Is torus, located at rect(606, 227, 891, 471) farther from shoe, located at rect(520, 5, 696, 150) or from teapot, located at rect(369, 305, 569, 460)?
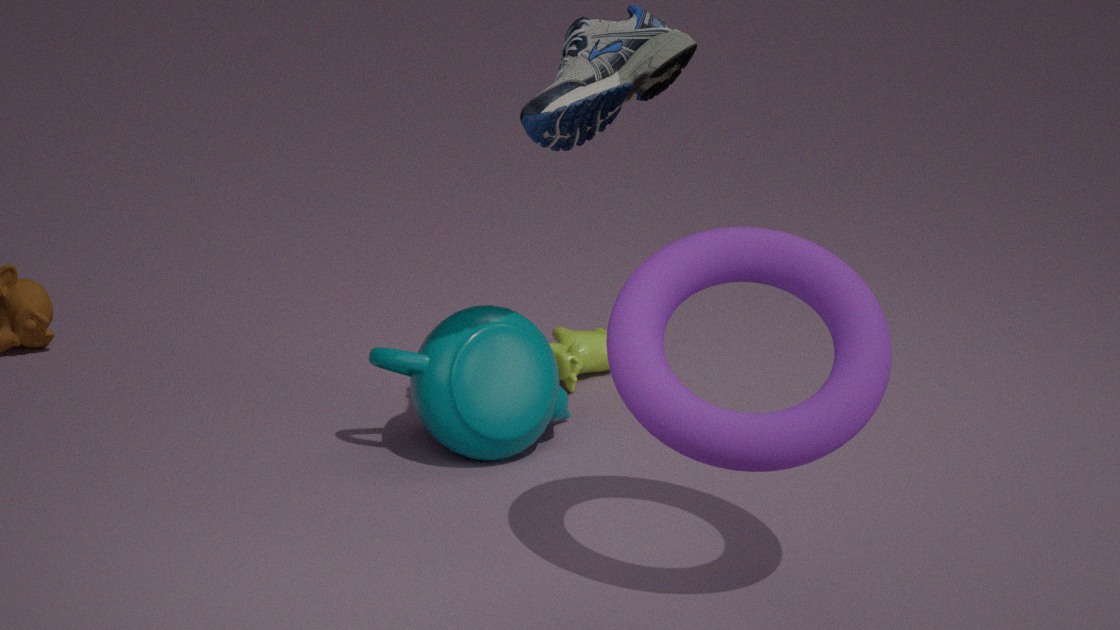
teapot, located at rect(369, 305, 569, 460)
